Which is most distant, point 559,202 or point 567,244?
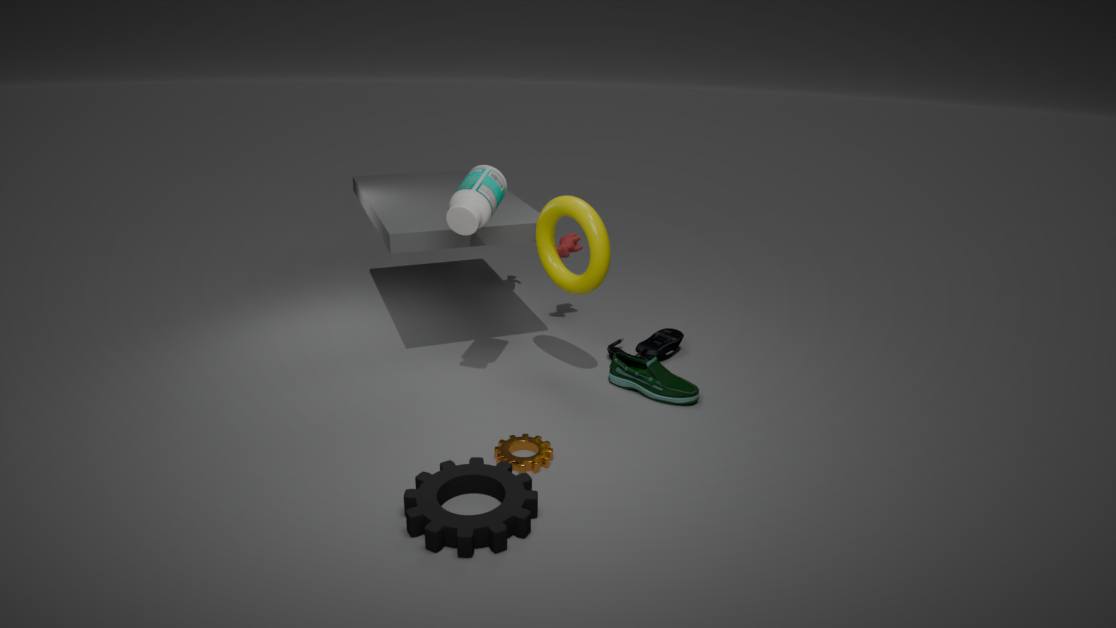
point 567,244
